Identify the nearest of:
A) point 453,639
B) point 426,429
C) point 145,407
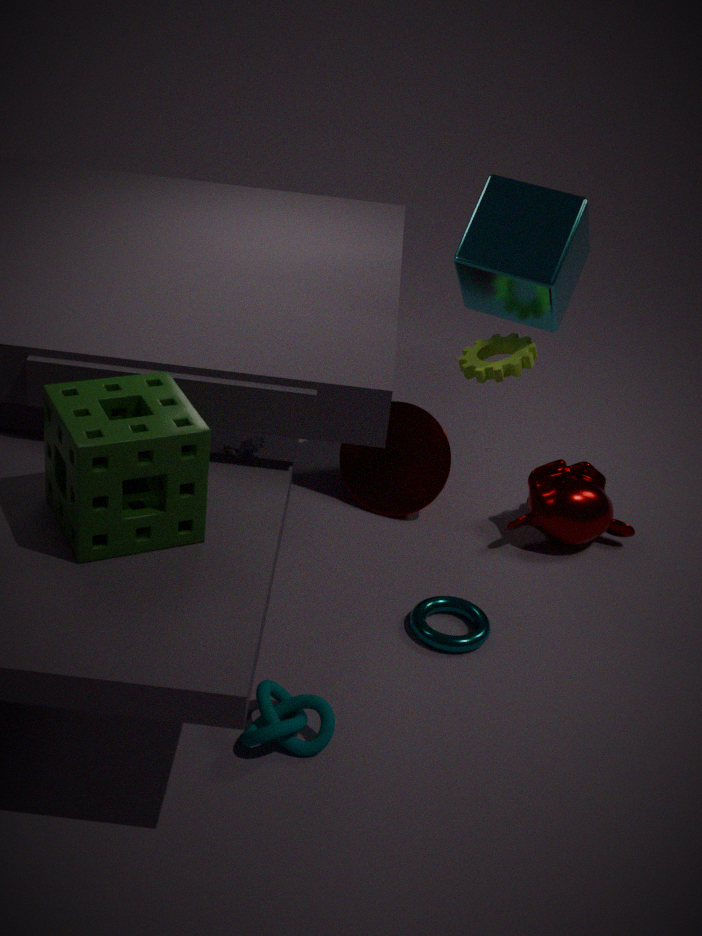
point 145,407
